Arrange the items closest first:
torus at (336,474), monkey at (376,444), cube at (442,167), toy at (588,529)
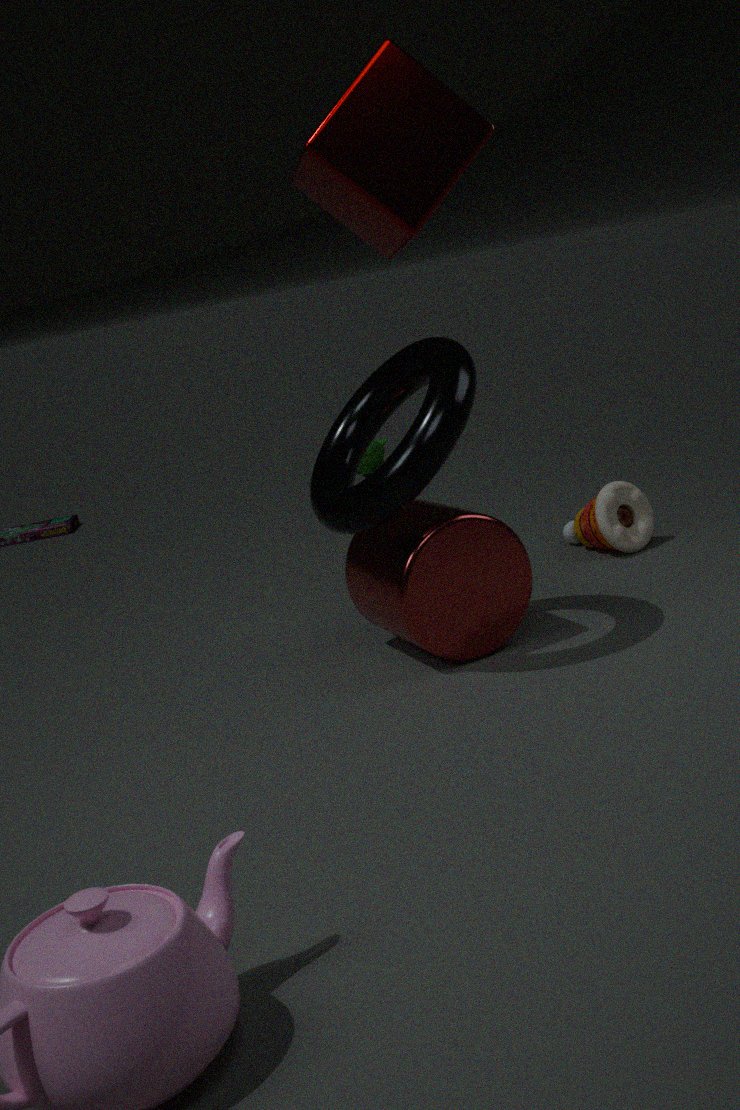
1. cube at (442,167)
2. torus at (336,474)
3. toy at (588,529)
4. monkey at (376,444)
